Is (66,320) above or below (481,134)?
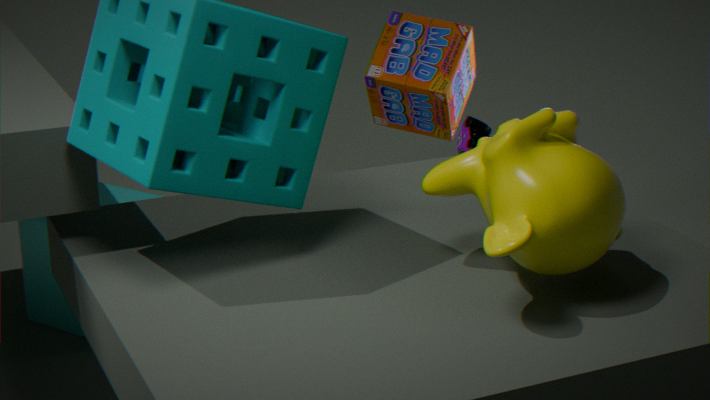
above
